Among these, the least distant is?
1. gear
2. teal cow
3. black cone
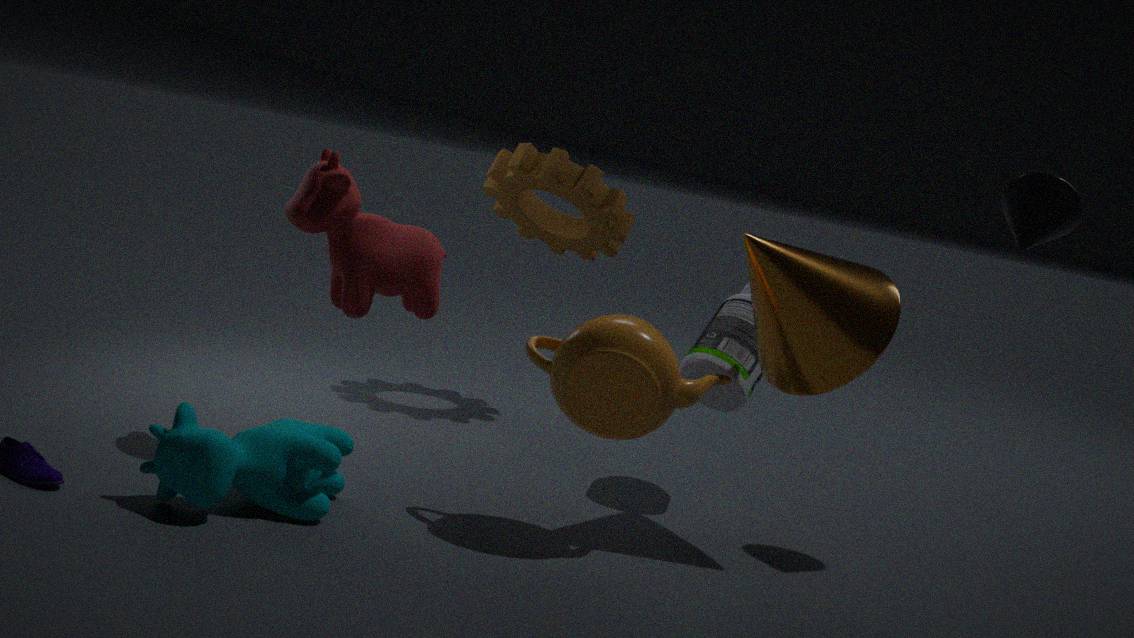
teal cow
